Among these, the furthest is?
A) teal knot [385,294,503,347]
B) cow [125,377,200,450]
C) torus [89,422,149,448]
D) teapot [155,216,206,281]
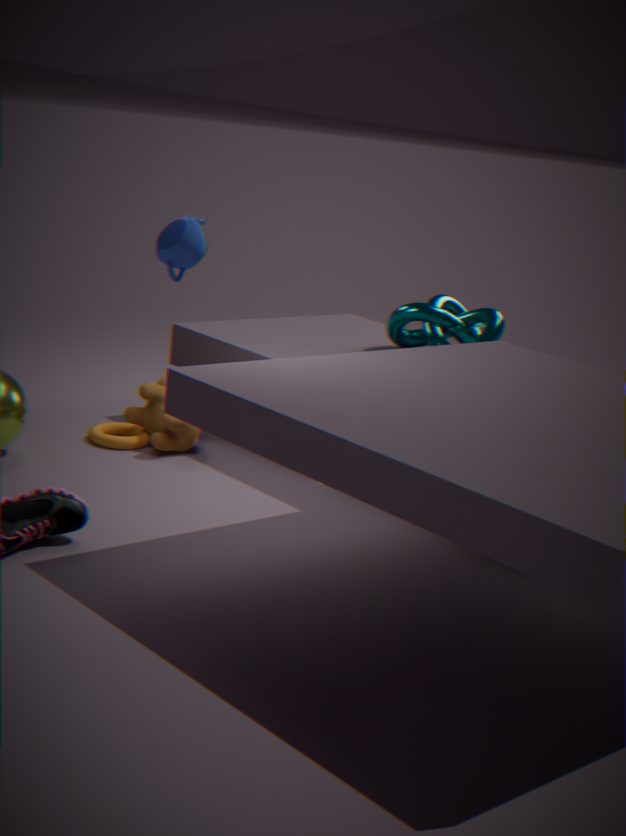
teal knot [385,294,503,347]
